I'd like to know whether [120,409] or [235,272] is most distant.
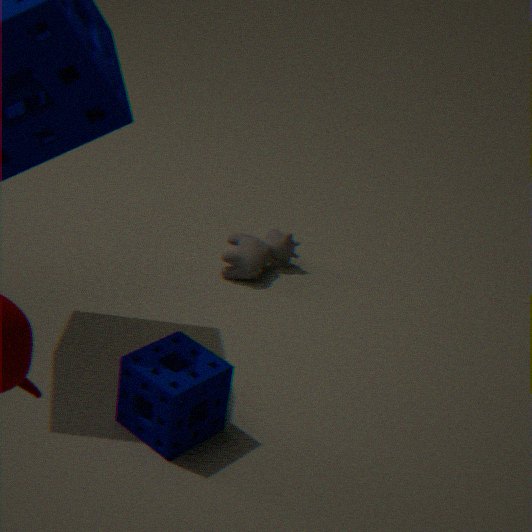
[235,272]
